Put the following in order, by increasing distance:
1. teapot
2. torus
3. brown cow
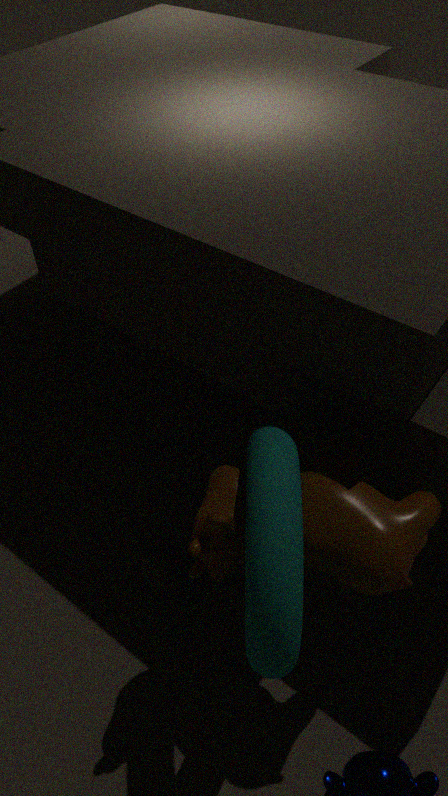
torus
brown cow
teapot
